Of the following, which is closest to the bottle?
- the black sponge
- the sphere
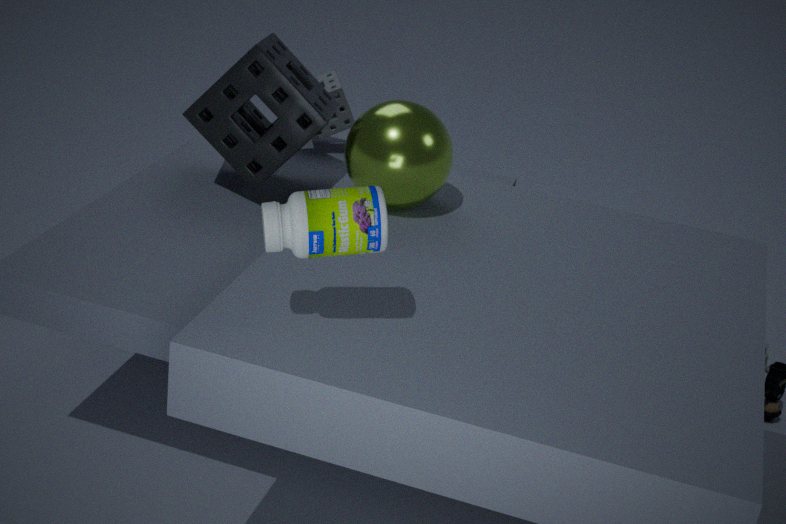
Result: the sphere
